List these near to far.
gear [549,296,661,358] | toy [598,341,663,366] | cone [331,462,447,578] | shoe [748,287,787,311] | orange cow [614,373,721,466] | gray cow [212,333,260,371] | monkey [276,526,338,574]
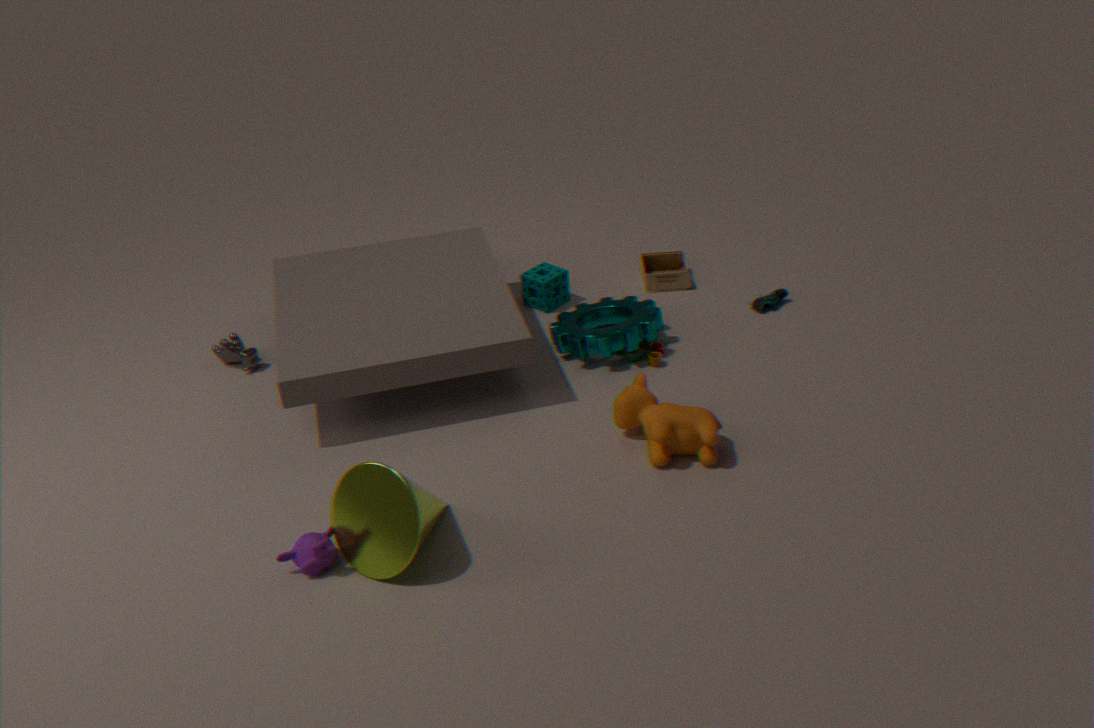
1. cone [331,462,447,578]
2. monkey [276,526,338,574]
3. orange cow [614,373,721,466]
4. gear [549,296,661,358]
5. toy [598,341,663,366]
6. gray cow [212,333,260,371]
7. shoe [748,287,787,311]
